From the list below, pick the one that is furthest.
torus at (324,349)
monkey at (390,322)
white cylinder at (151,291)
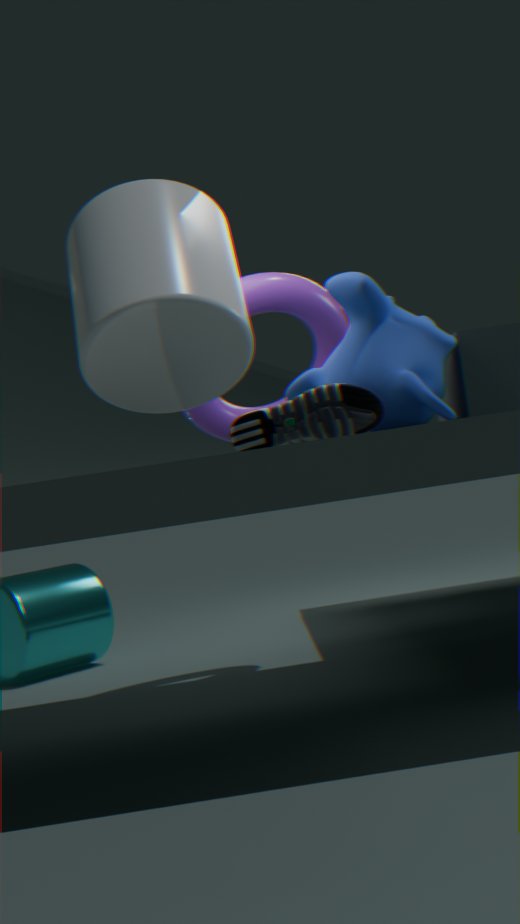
torus at (324,349)
